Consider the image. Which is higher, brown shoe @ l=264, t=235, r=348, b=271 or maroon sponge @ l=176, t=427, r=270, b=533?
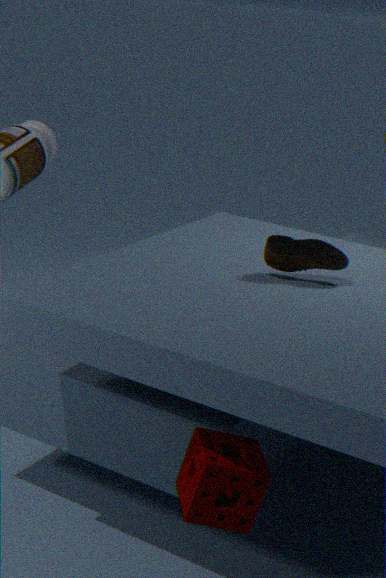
brown shoe @ l=264, t=235, r=348, b=271
